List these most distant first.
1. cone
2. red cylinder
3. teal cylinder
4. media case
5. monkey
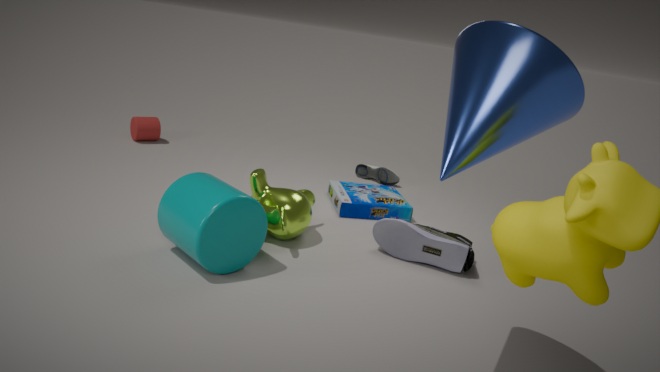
red cylinder → media case → monkey → teal cylinder → cone
